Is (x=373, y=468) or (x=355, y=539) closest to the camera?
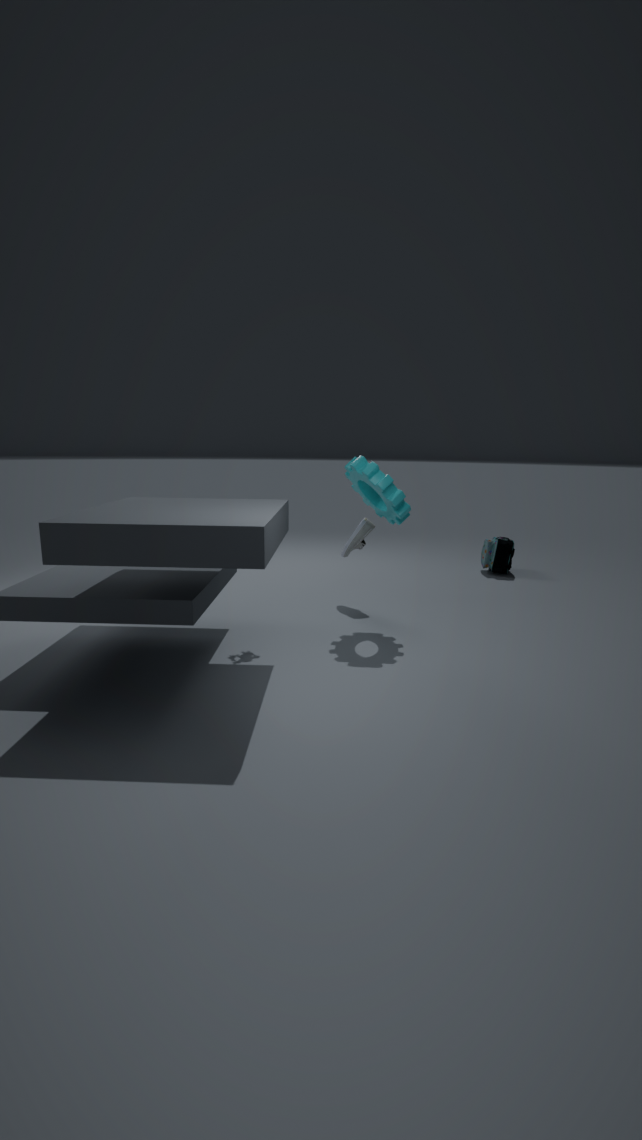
(x=373, y=468)
